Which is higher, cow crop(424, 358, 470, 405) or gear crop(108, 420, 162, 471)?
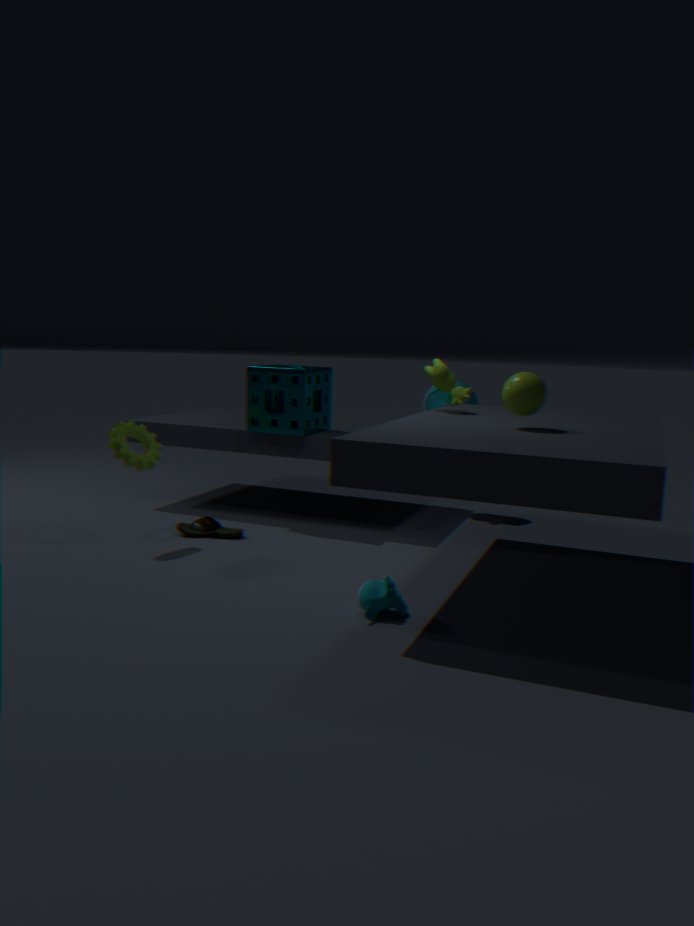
cow crop(424, 358, 470, 405)
